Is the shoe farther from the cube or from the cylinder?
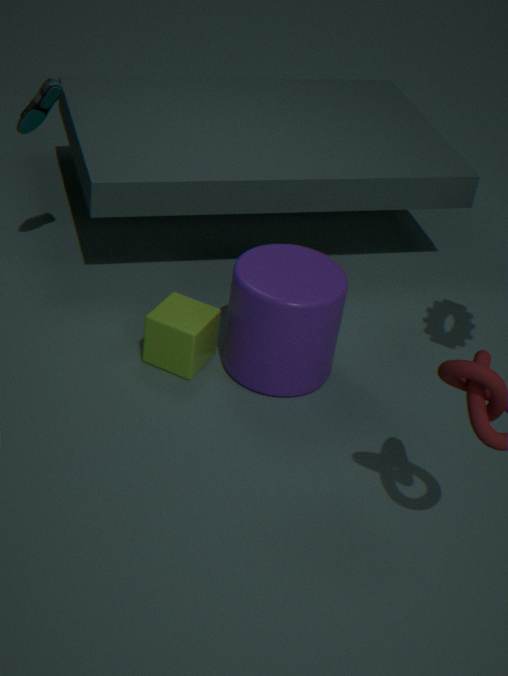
the cylinder
